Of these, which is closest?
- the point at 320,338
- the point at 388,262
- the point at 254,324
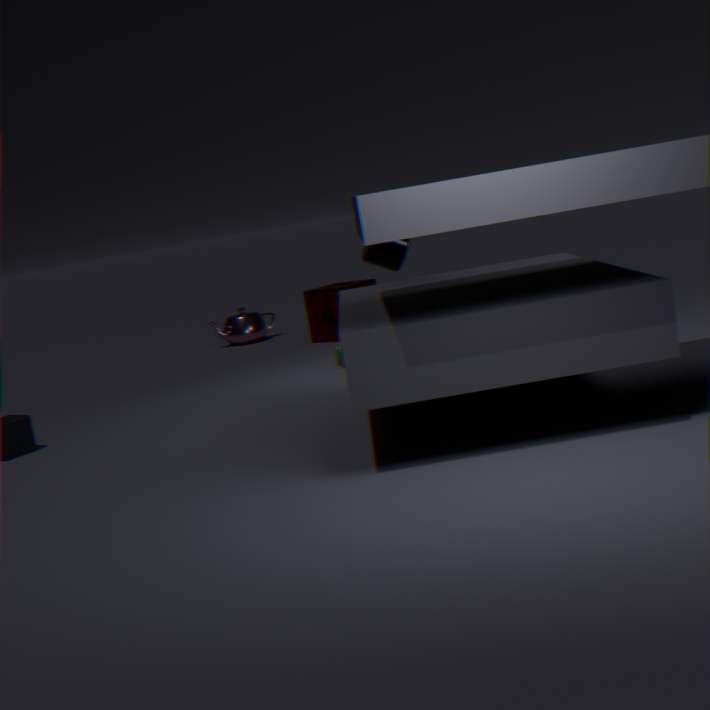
the point at 388,262
